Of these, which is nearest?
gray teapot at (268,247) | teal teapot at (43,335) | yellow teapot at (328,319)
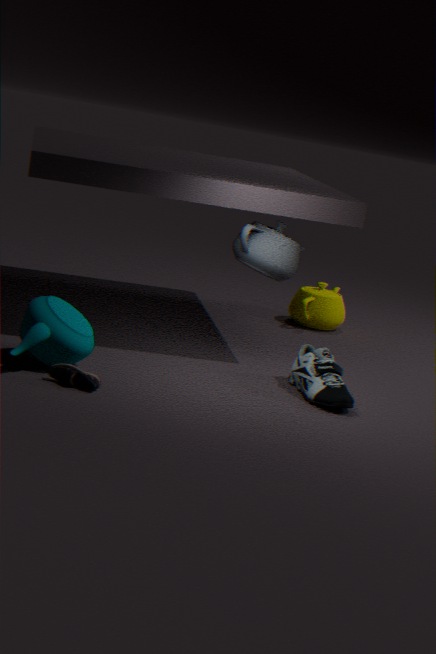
teal teapot at (43,335)
